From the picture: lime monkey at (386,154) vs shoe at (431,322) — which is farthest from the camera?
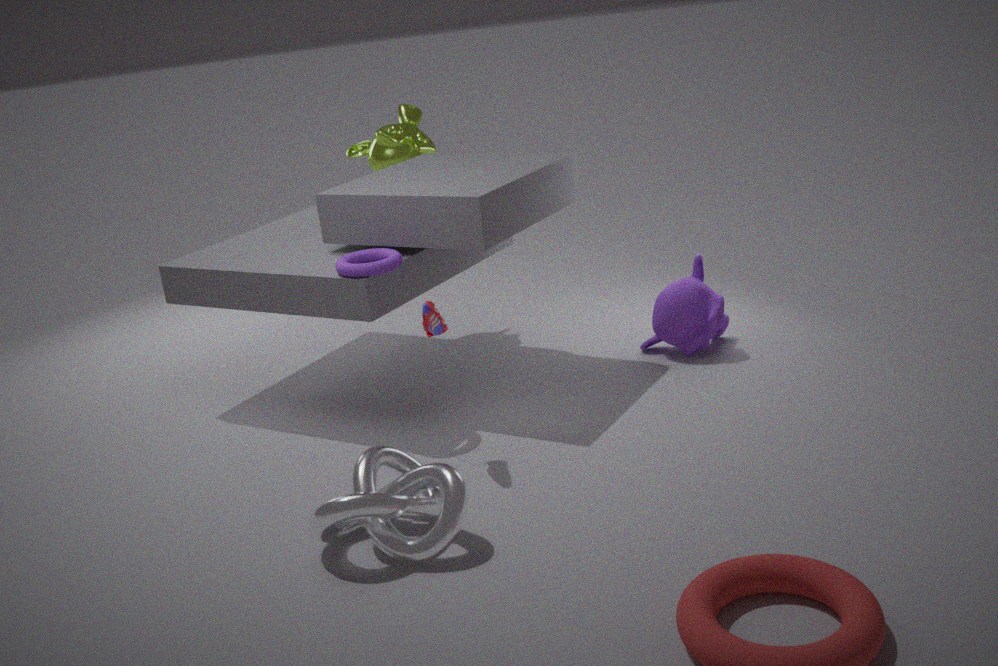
lime monkey at (386,154)
